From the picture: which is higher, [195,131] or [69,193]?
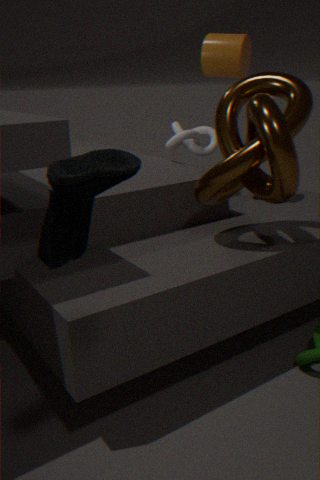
[69,193]
